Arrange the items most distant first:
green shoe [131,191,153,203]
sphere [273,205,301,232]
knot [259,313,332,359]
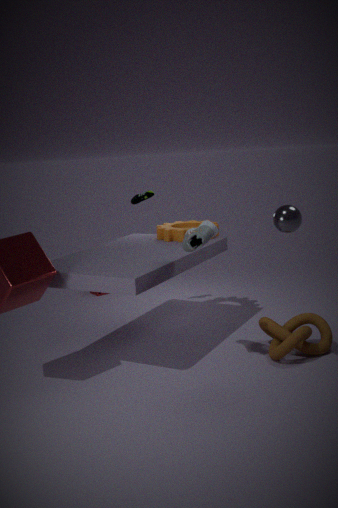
green shoe [131,191,153,203], knot [259,313,332,359], sphere [273,205,301,232]
